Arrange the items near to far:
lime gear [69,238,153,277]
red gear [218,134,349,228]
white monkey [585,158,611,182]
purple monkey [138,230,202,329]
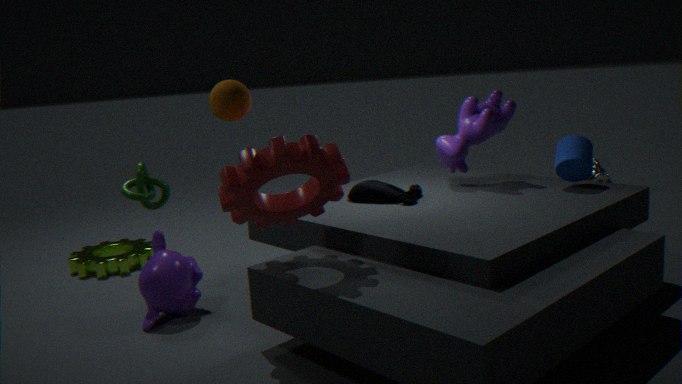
red gear [218,134,349,228], purple monkey [138,230,202,329], lime gear [69,238,153,277], white monkey [585,158,611,182]
